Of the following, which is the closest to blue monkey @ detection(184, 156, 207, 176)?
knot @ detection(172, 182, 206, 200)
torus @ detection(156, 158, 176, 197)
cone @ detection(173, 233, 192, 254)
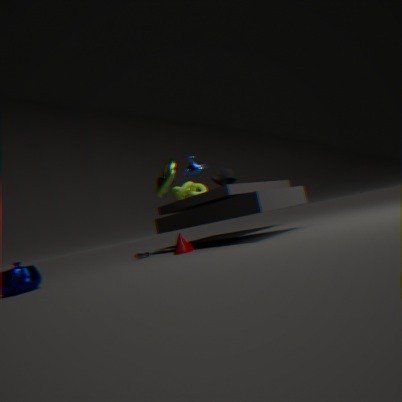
torus @ detection(156, 158, 176, 197)
